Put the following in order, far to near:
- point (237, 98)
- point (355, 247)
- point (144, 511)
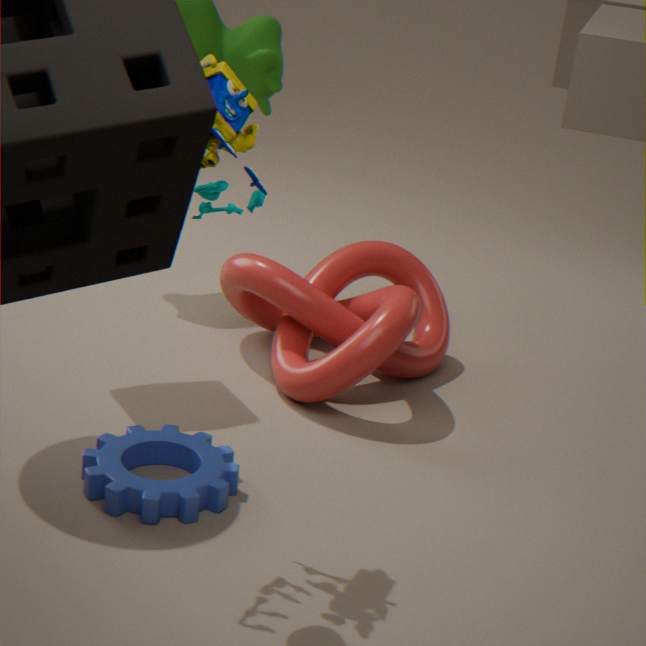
point (355, 247) → point (144, 511) → point (237, 98)
